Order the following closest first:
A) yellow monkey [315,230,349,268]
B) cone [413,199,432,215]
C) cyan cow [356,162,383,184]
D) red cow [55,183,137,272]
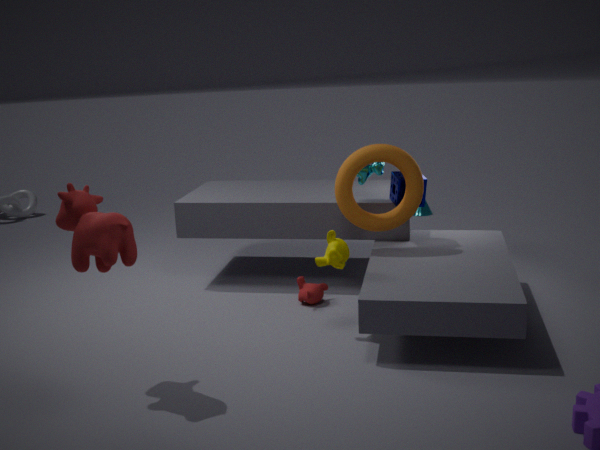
1. red cow [55,183,137,272]
2. yellow monkey [315,230,349,268]
3. cyan cow [356,162,383,184]
4. cone [413,199,432,215]
